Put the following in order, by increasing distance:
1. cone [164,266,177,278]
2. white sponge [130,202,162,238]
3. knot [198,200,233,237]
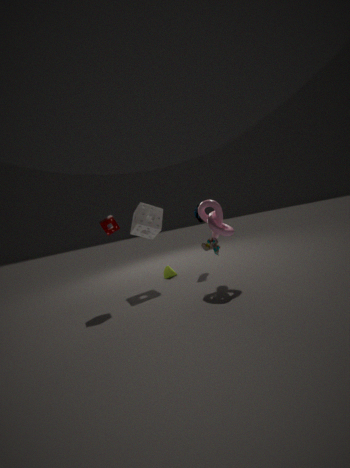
knot [198,200,233,237], white sponge [130,202,162,238], cone [164,266,177,278]
